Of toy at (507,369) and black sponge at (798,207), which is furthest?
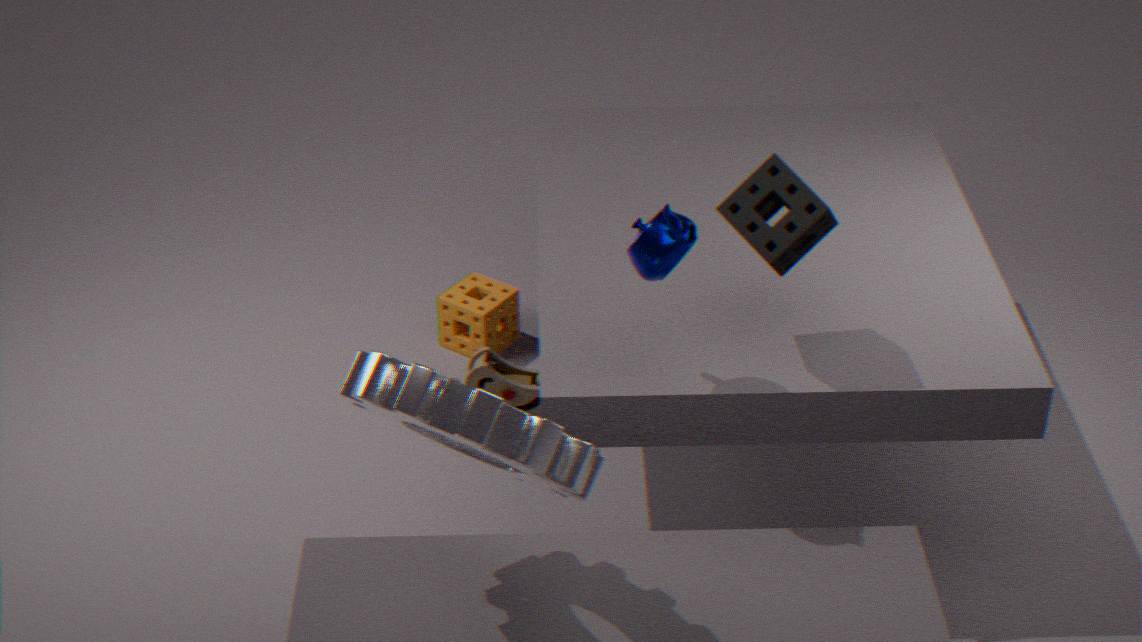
toy at (507,369)
